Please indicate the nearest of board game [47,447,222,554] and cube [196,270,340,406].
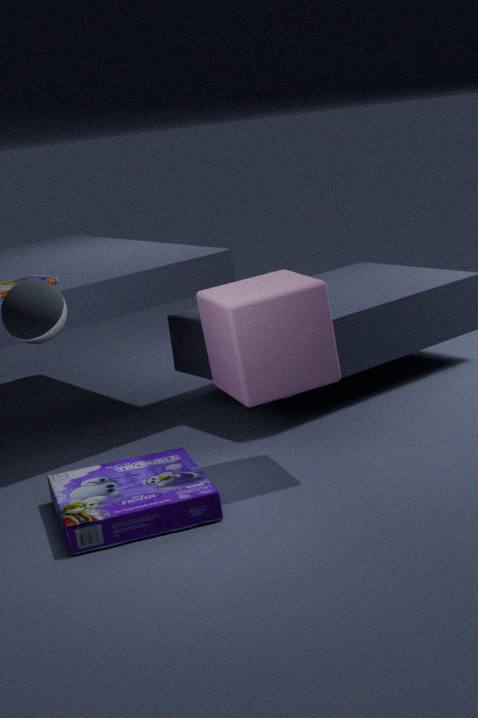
board game [47,447,222,554]
